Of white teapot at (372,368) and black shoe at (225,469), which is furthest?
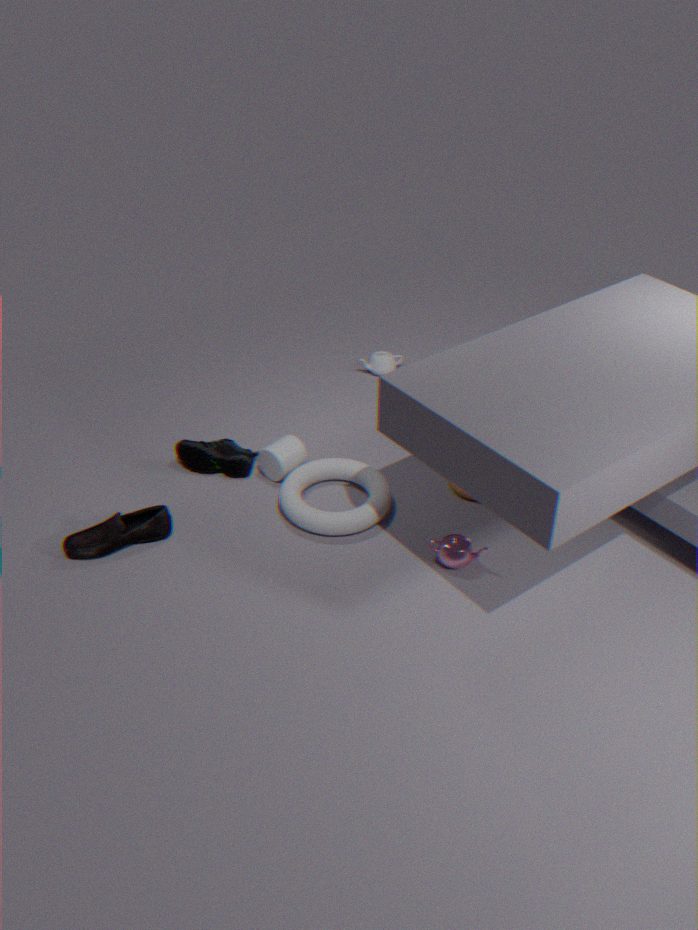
white teapot at (372,368)
